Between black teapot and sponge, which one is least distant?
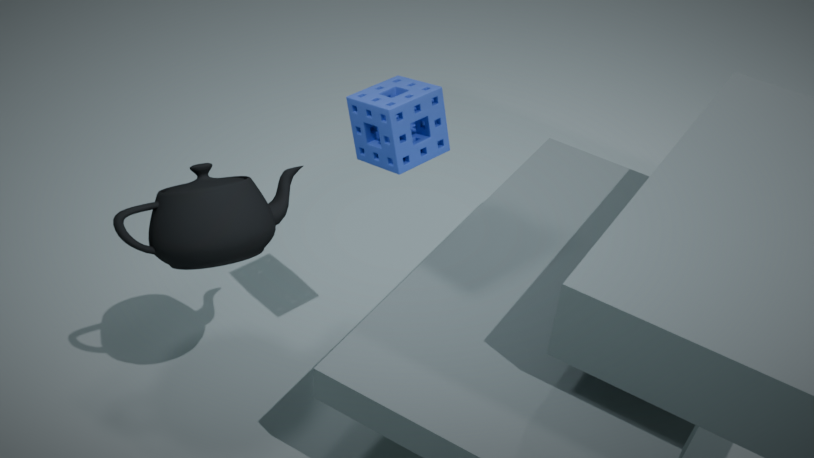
black teapot
